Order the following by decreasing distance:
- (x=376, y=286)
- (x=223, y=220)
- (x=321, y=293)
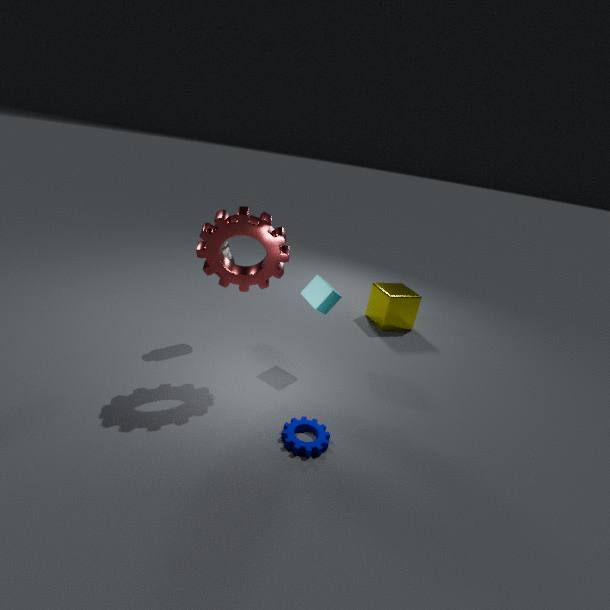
(x=376, y=286)
(x=321, y=293)
(x=223, y=220)
